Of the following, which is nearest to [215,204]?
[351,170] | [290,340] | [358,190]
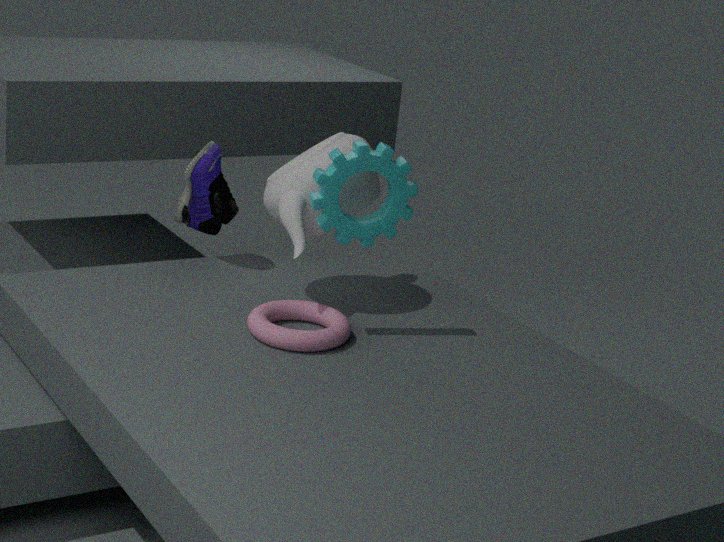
[358,190]
